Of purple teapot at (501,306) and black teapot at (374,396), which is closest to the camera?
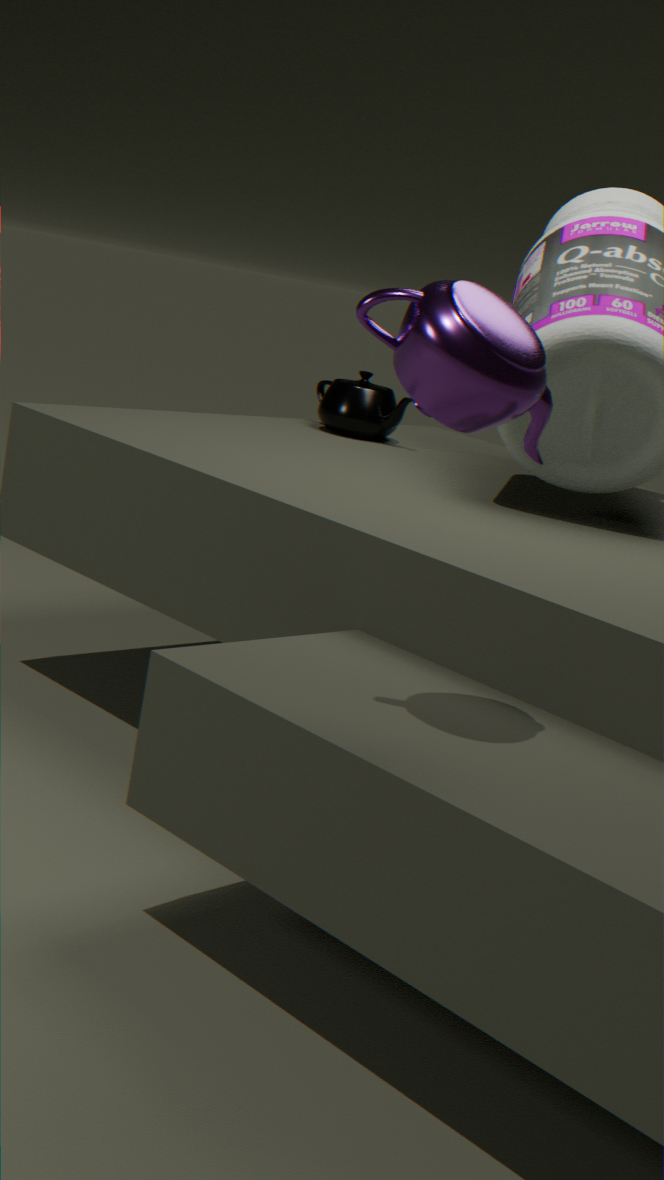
purple teapot at (501,306)
